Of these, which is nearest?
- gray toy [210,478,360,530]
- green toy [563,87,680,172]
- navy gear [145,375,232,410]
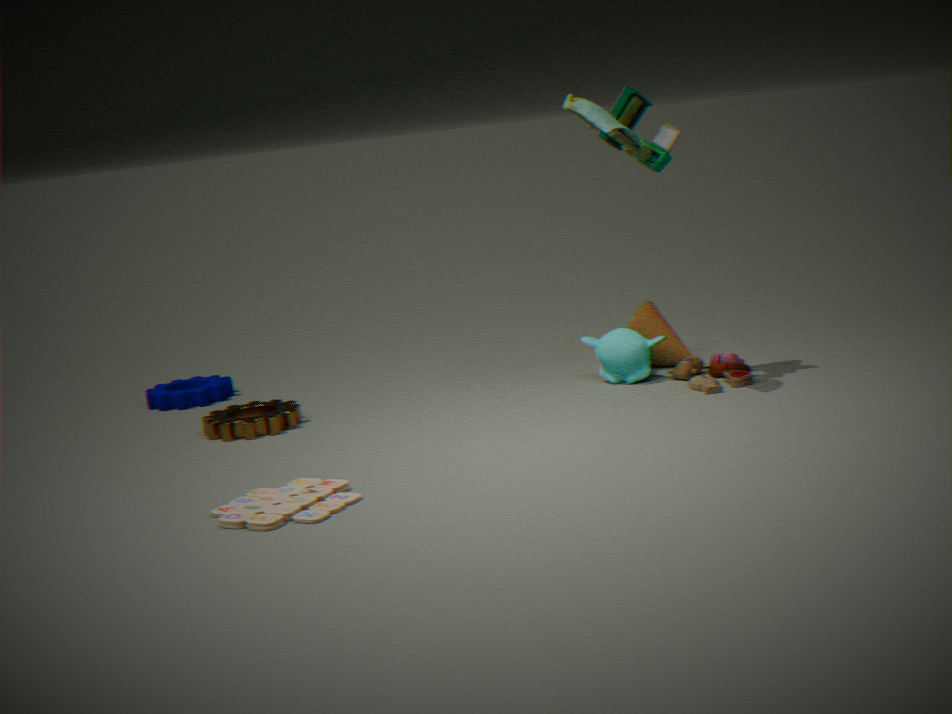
gray toy [210,478,360,530]
